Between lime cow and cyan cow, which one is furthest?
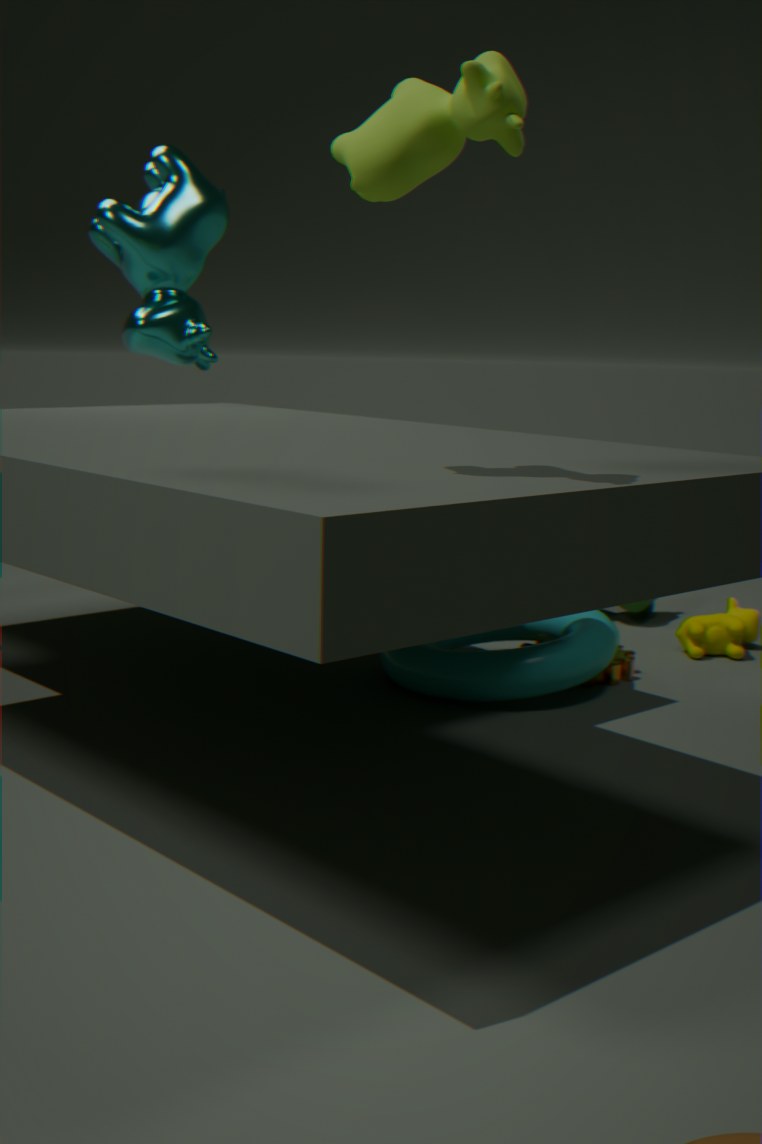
cyan cow
